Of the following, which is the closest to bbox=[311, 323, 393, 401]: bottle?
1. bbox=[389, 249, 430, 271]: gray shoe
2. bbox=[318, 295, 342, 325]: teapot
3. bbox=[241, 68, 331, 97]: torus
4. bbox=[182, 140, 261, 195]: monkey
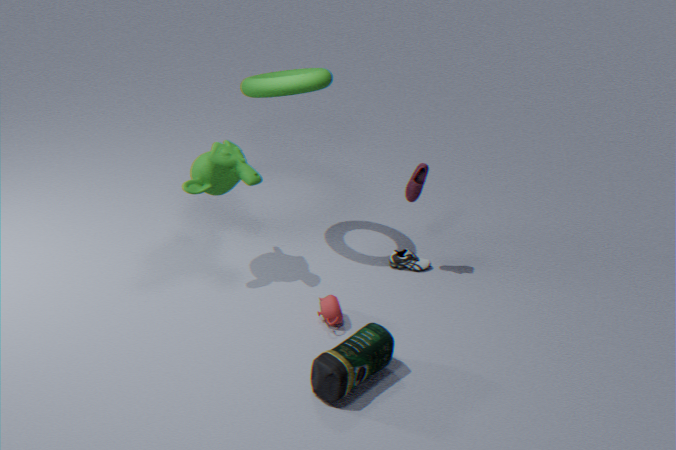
bbox=[318, 295, 342, 325]: teapot
